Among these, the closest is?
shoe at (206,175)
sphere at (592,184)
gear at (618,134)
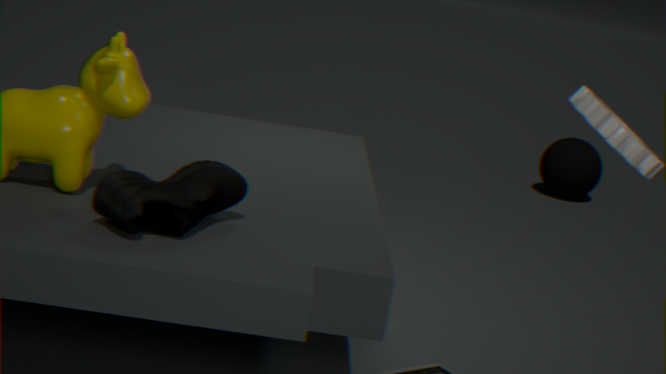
gear at (618,134)
